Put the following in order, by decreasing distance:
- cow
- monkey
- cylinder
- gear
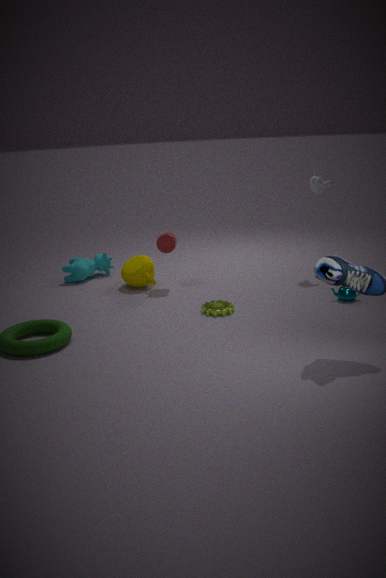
cow → monkey → cylinder → gear
